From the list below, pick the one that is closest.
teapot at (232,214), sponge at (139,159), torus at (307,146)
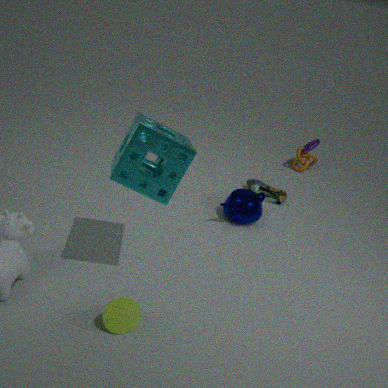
sponge at (139,159)
